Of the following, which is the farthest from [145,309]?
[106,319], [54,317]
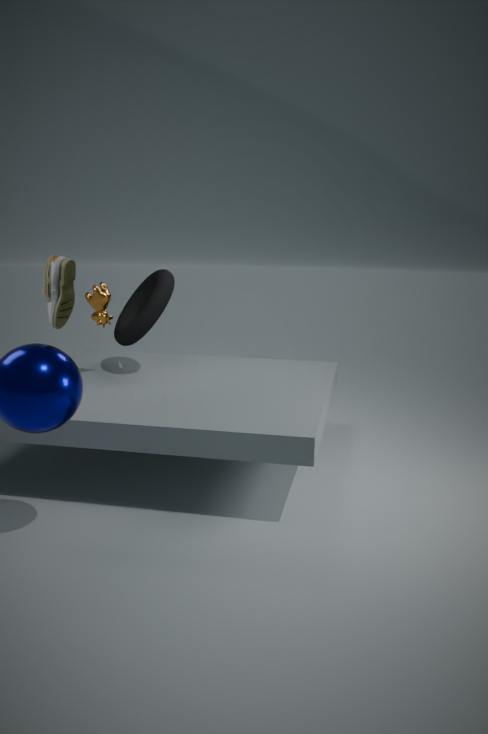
[54,317]
